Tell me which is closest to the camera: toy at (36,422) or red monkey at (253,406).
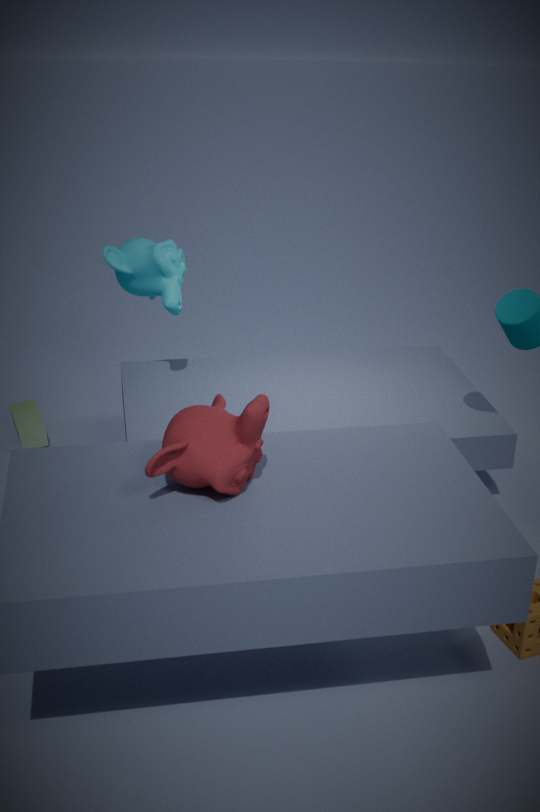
red monkey at (253,406)
